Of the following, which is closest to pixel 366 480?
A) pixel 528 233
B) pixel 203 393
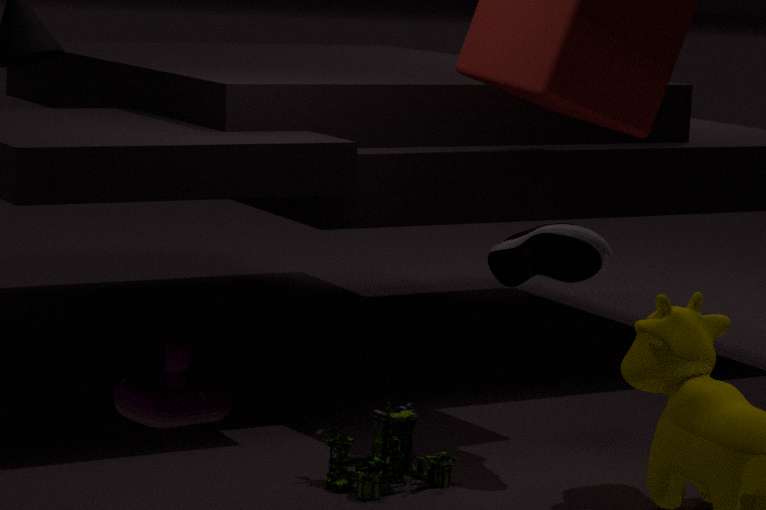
pixel 528 233
